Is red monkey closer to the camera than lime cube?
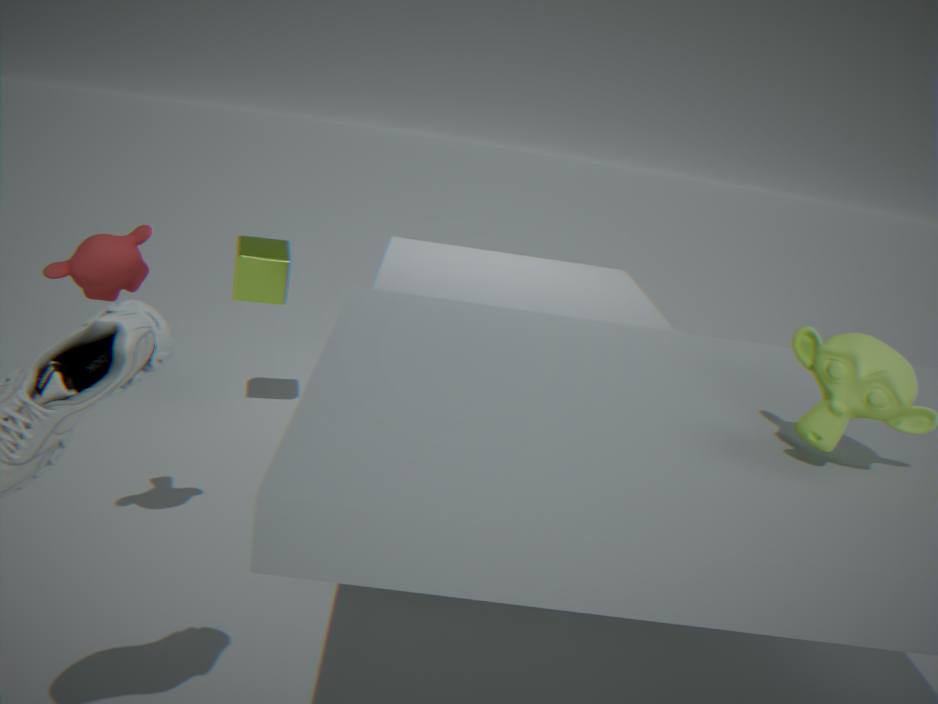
Yes
